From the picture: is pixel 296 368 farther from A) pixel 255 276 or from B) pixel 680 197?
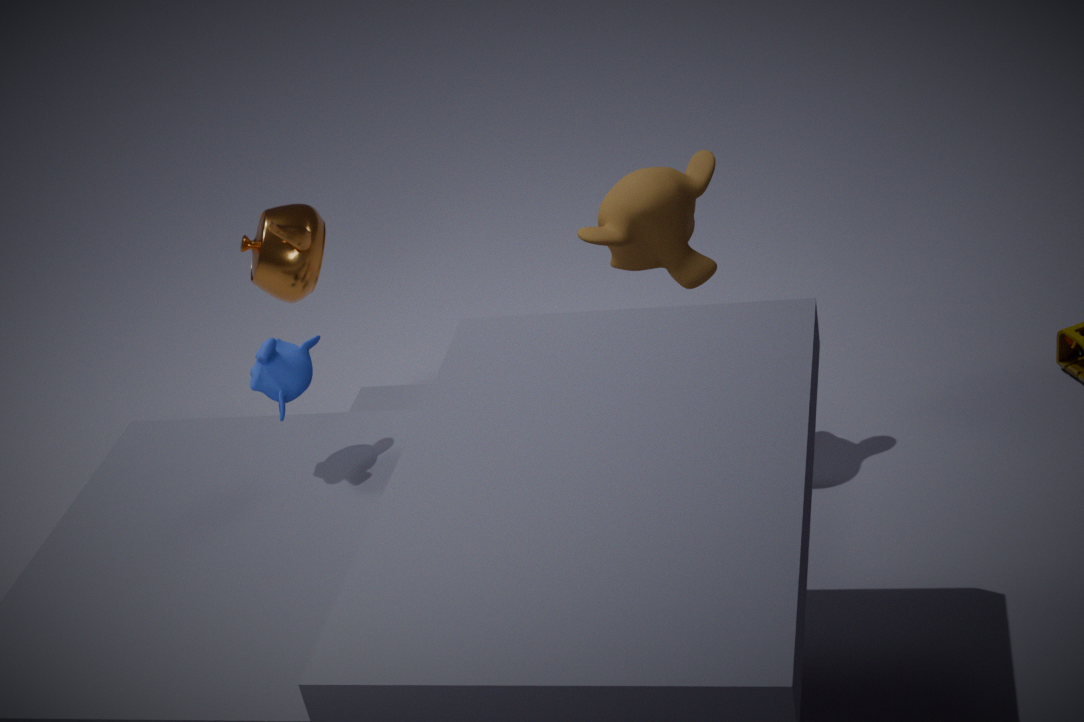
B) pixel 680 197
